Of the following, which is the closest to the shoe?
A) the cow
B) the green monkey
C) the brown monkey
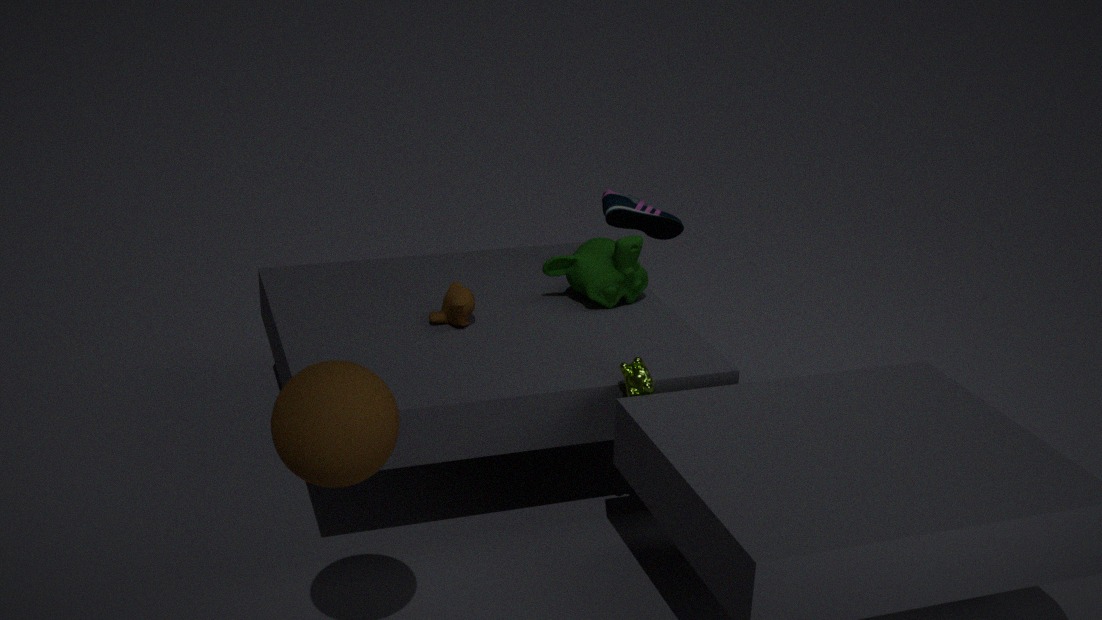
the green monkey
